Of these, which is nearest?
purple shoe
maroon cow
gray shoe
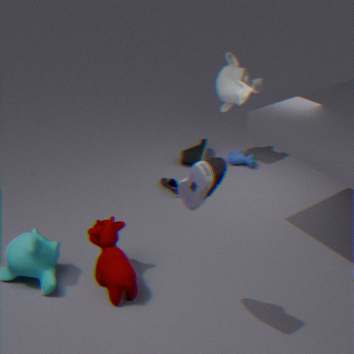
gray shoe
